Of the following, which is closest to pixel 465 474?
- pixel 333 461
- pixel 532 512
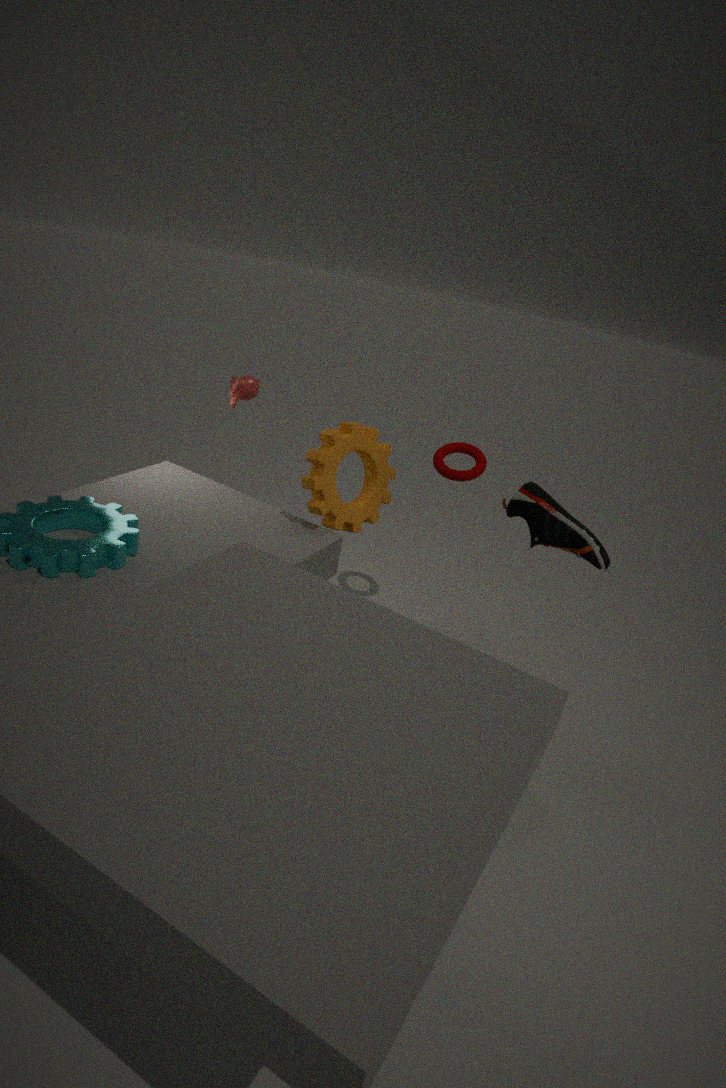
pixel 333 461
